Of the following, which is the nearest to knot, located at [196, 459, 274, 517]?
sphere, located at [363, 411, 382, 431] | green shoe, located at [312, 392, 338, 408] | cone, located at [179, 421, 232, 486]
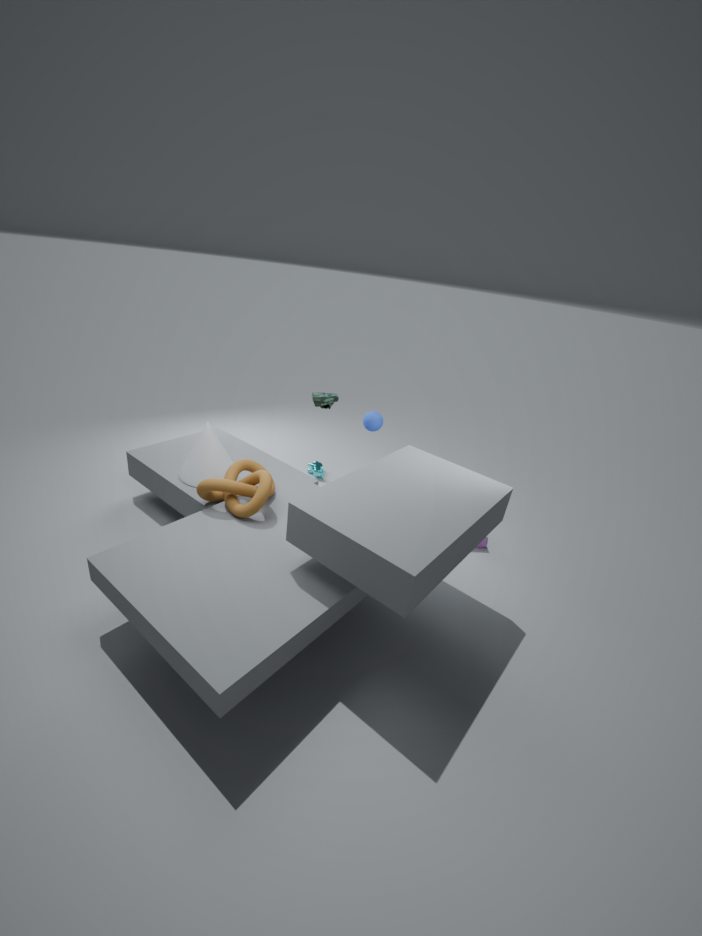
cone, located at [179, 421, 232, 486]
